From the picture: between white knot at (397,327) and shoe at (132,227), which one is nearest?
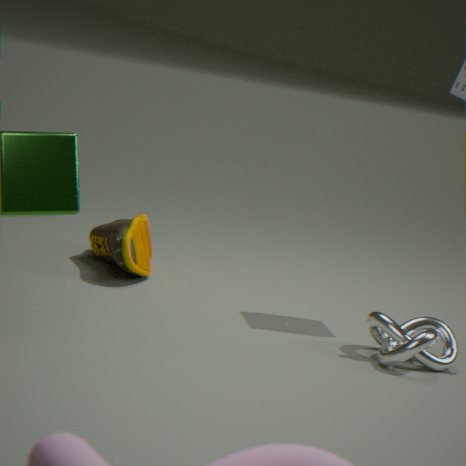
white knot at (397,327)
